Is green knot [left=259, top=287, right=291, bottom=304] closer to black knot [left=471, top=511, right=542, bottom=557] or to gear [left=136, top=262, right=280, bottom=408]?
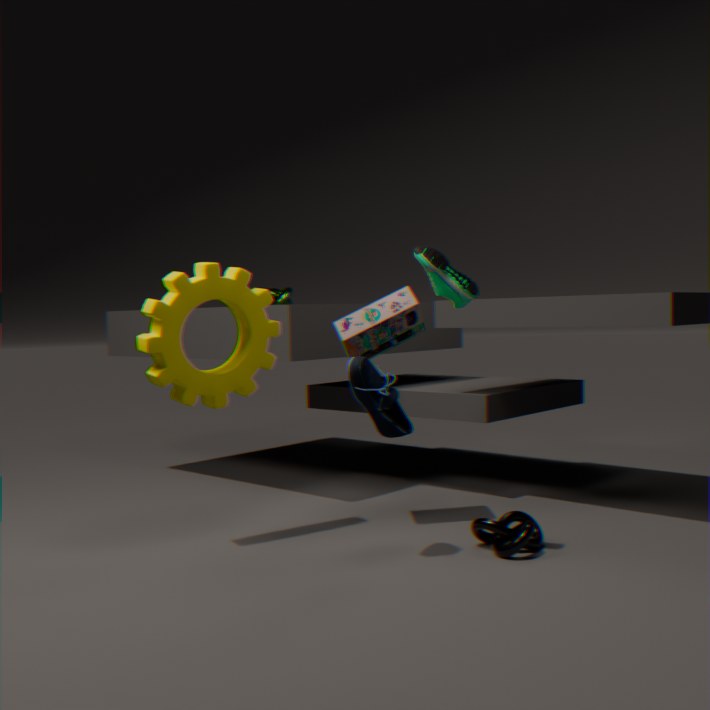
gear [left=136, top=262, right=280, bottom=408]
